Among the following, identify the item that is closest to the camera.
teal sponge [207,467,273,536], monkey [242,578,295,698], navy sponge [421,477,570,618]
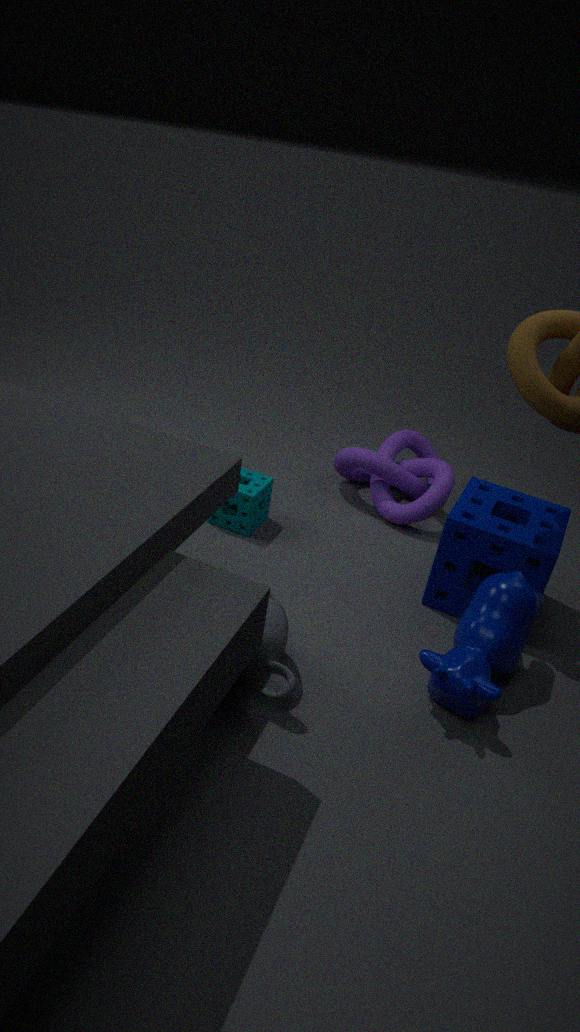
monkey [242,578,295,698]
